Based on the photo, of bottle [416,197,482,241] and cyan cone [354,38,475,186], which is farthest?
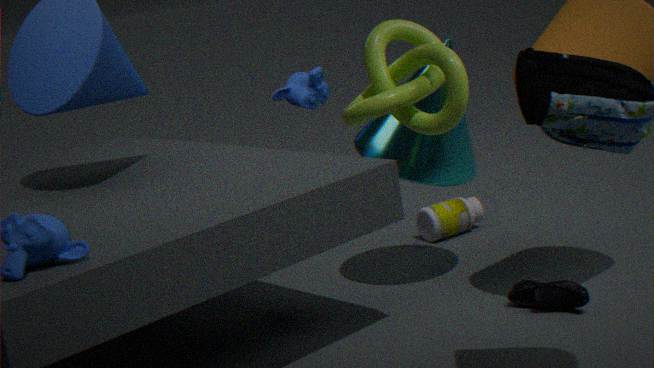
bottle [416,197,482,241]
